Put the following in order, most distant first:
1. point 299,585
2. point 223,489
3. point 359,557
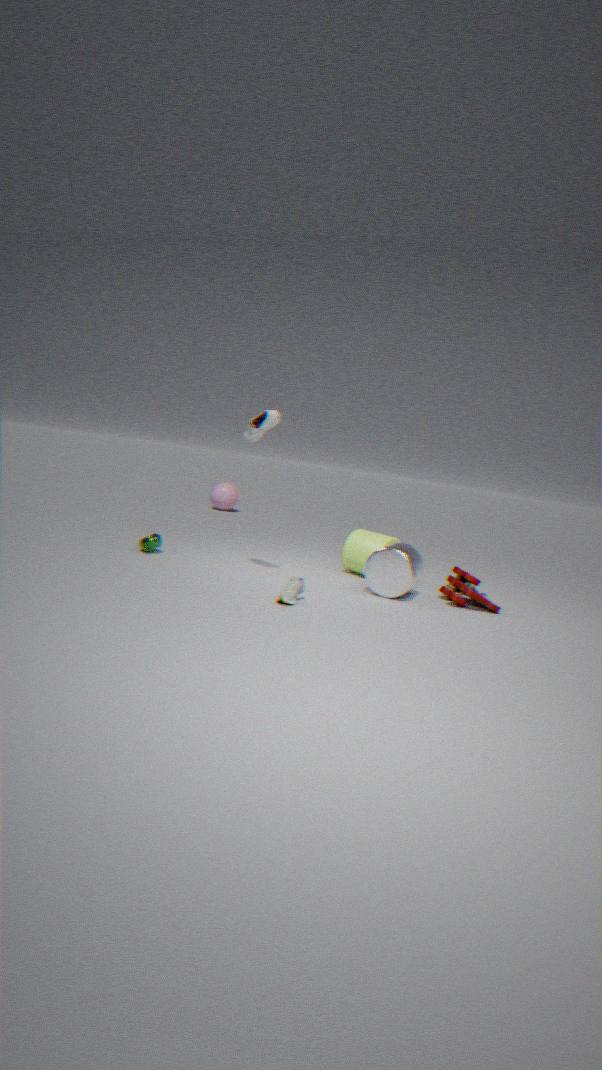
1. point 223,489
2. point 359,557
3. point 299,585
